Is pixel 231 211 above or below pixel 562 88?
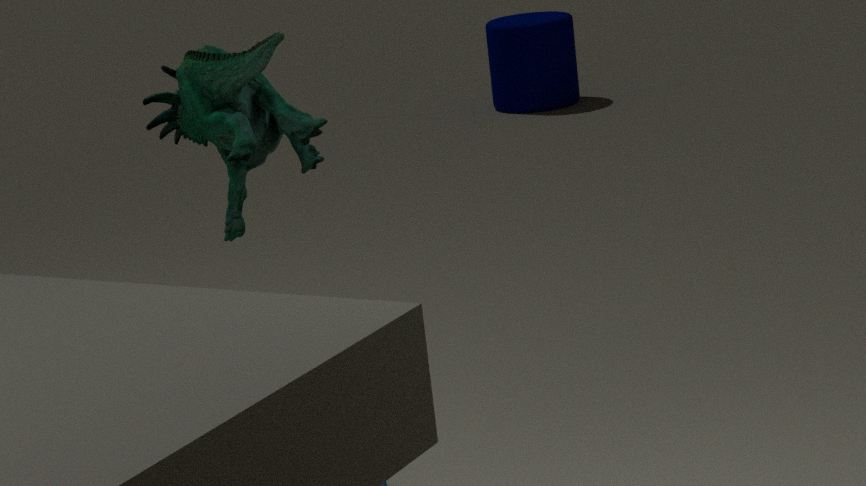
above
